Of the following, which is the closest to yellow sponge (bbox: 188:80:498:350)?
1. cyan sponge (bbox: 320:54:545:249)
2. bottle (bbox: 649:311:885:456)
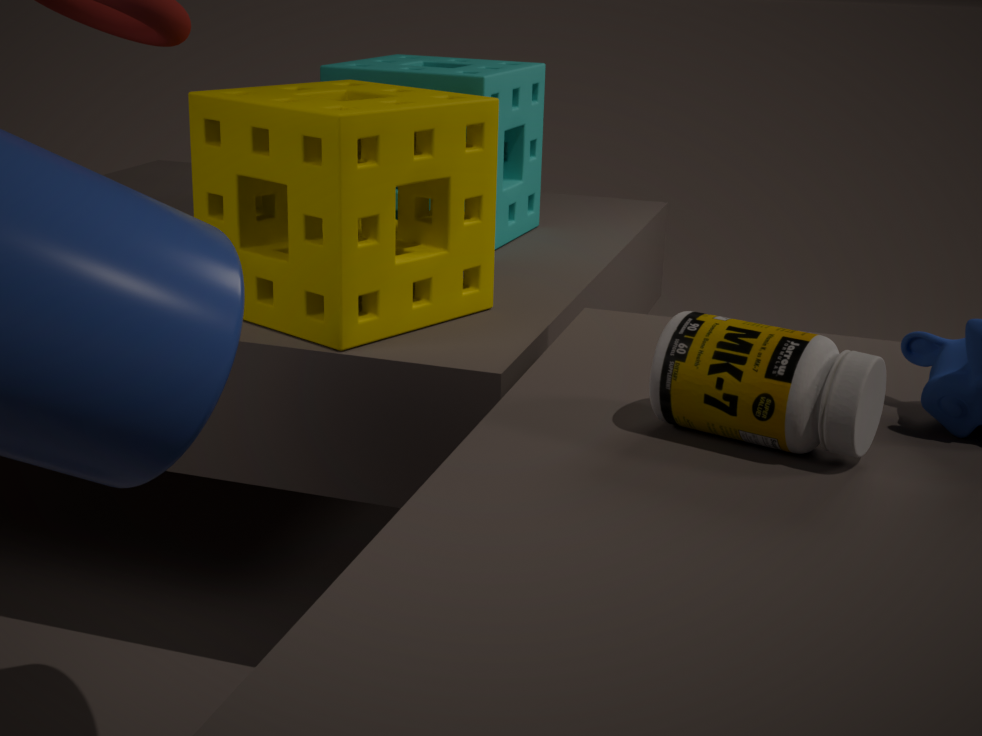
cyan sponge (bbox: 320:54:545:249)
